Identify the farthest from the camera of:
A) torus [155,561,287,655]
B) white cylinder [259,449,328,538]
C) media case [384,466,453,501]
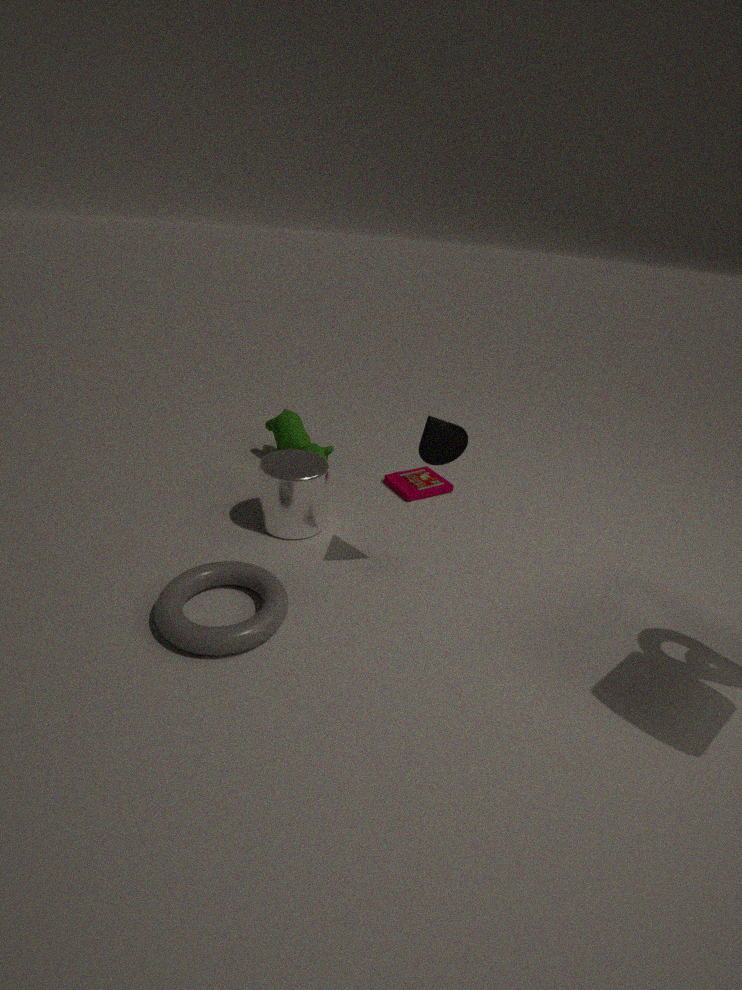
media case [384,466,453,501]
